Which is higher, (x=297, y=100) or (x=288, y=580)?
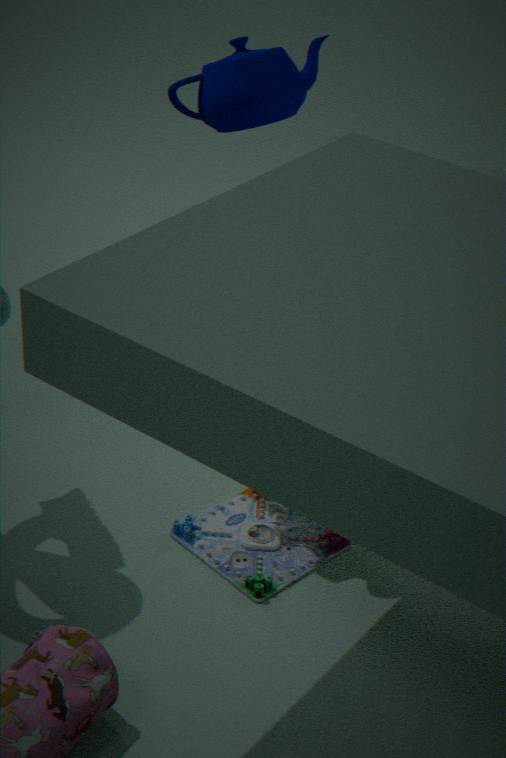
(x=297, y=100)
